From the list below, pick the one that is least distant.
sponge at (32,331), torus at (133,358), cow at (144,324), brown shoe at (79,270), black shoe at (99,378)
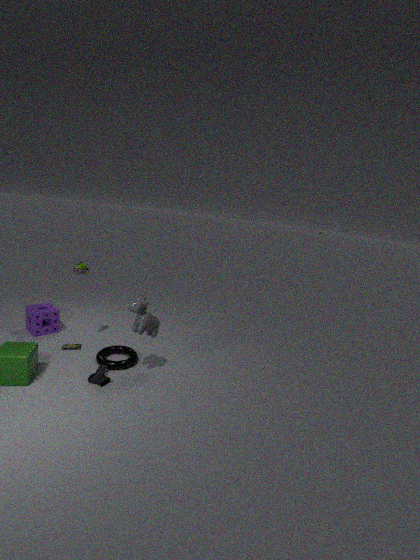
black shoe at (99,378)
